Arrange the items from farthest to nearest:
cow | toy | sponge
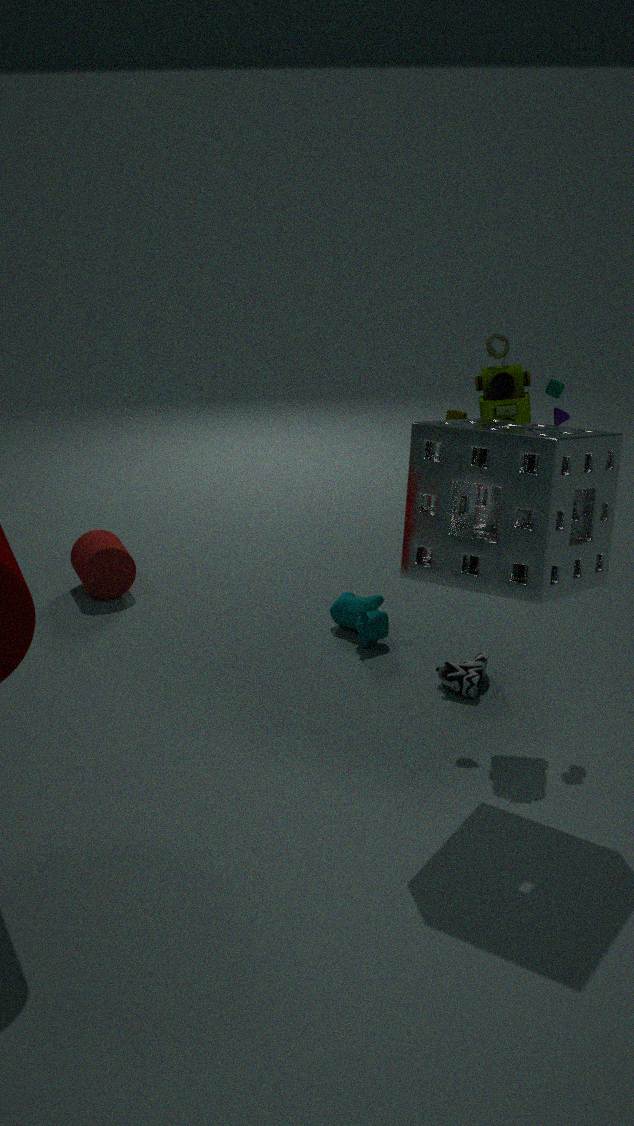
cow < toy < sponge
